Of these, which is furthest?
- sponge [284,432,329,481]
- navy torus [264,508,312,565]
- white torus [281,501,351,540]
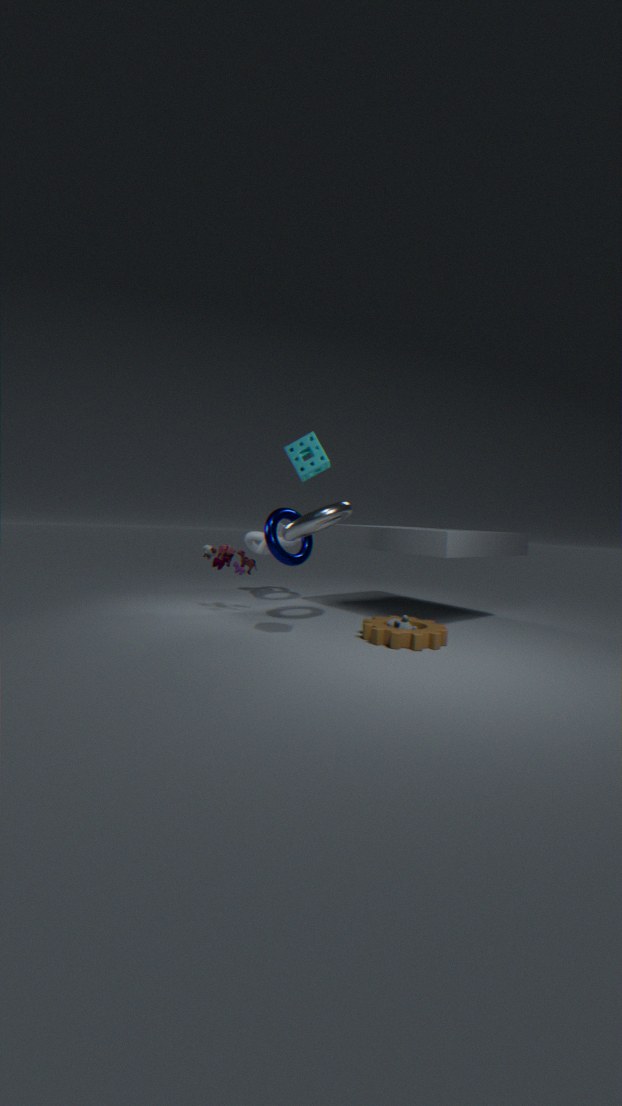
navy torus [264,508,312,565]
